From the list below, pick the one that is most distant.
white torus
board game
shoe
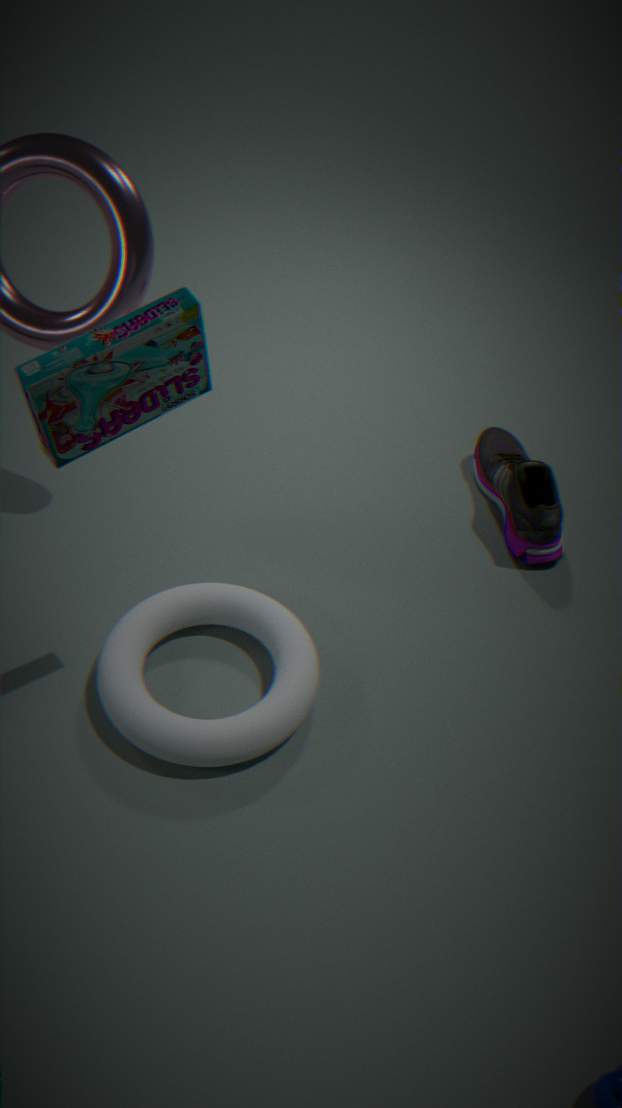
shoe
